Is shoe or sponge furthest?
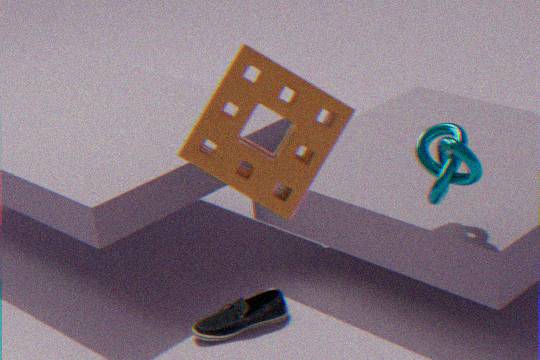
shoe
